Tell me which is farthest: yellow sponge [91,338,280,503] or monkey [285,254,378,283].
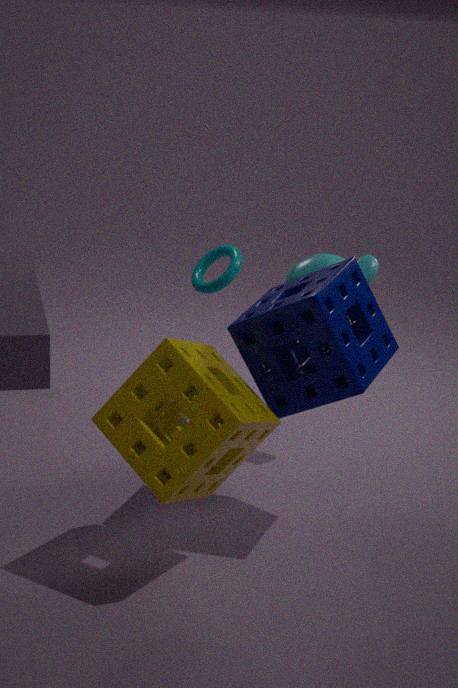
monkey [285,254,378,283]
